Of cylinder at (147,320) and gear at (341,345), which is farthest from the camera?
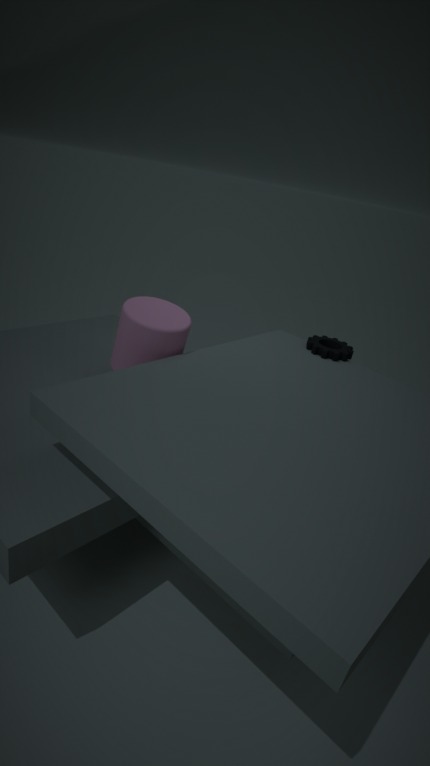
gear at (341,345)
